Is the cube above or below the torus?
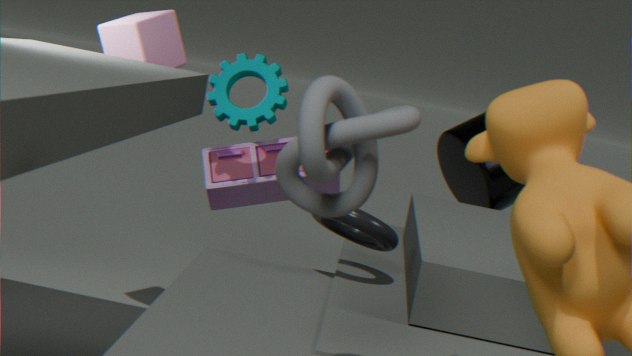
above
